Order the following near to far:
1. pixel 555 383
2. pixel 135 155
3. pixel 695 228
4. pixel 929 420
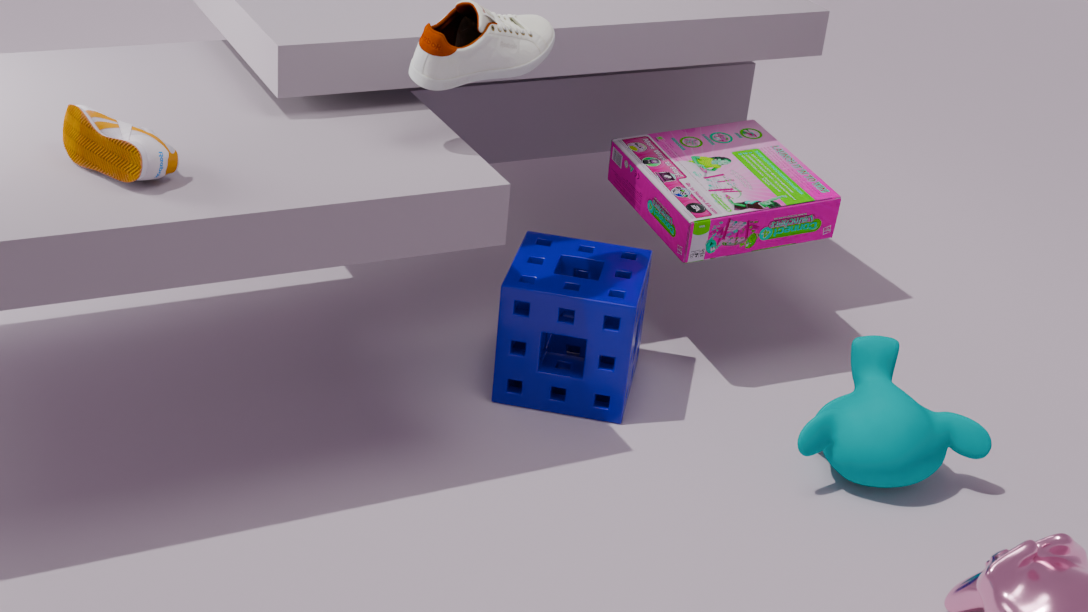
pixel 135 155 → pixel 929 420 → pixel 695 228 → pixel 555 383
